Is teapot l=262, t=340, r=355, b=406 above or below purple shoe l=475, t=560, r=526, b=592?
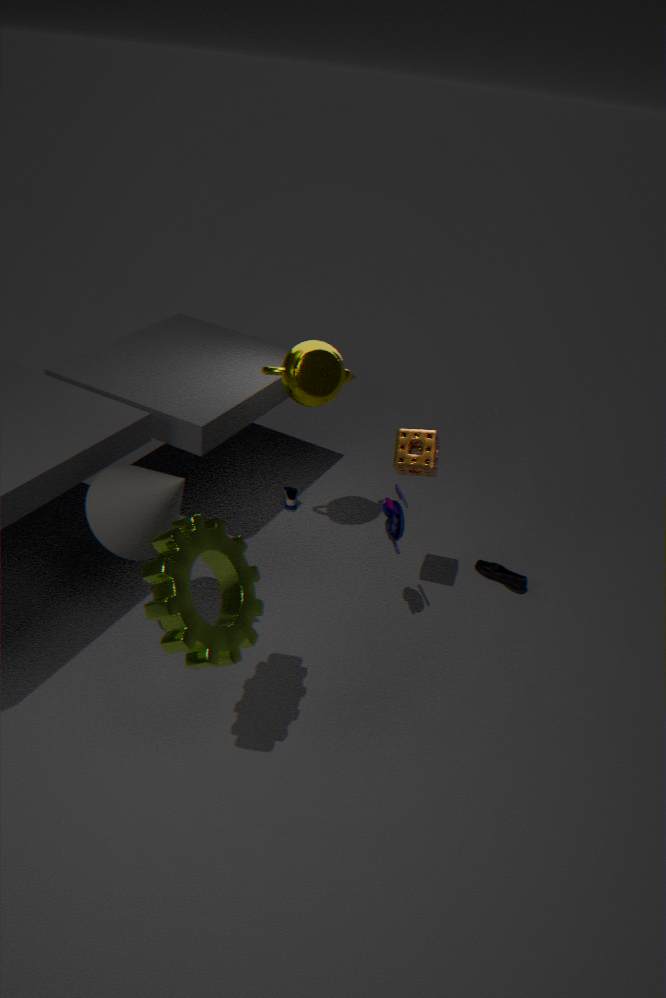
above
